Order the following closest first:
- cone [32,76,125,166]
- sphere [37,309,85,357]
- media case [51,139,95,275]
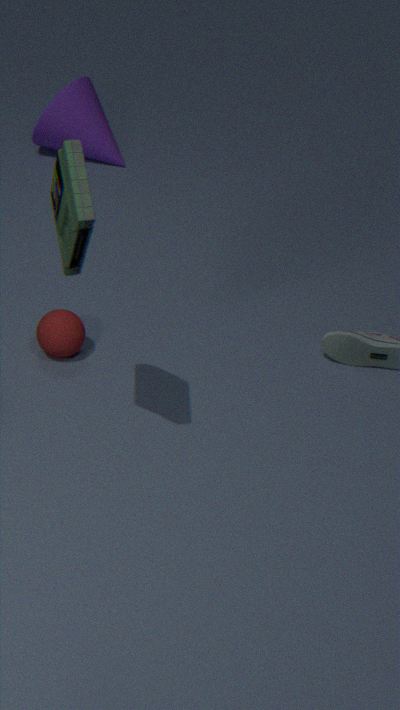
media case [51,139,95,275], sphere [37,309,85,357], cone [32,76,125,166]
